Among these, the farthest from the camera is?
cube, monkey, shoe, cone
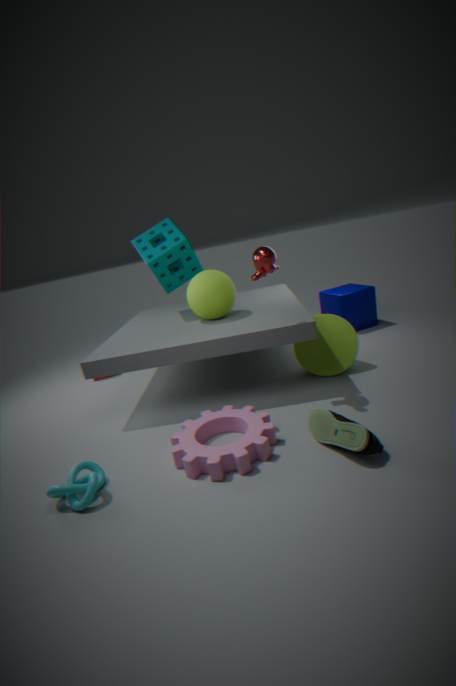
cube
